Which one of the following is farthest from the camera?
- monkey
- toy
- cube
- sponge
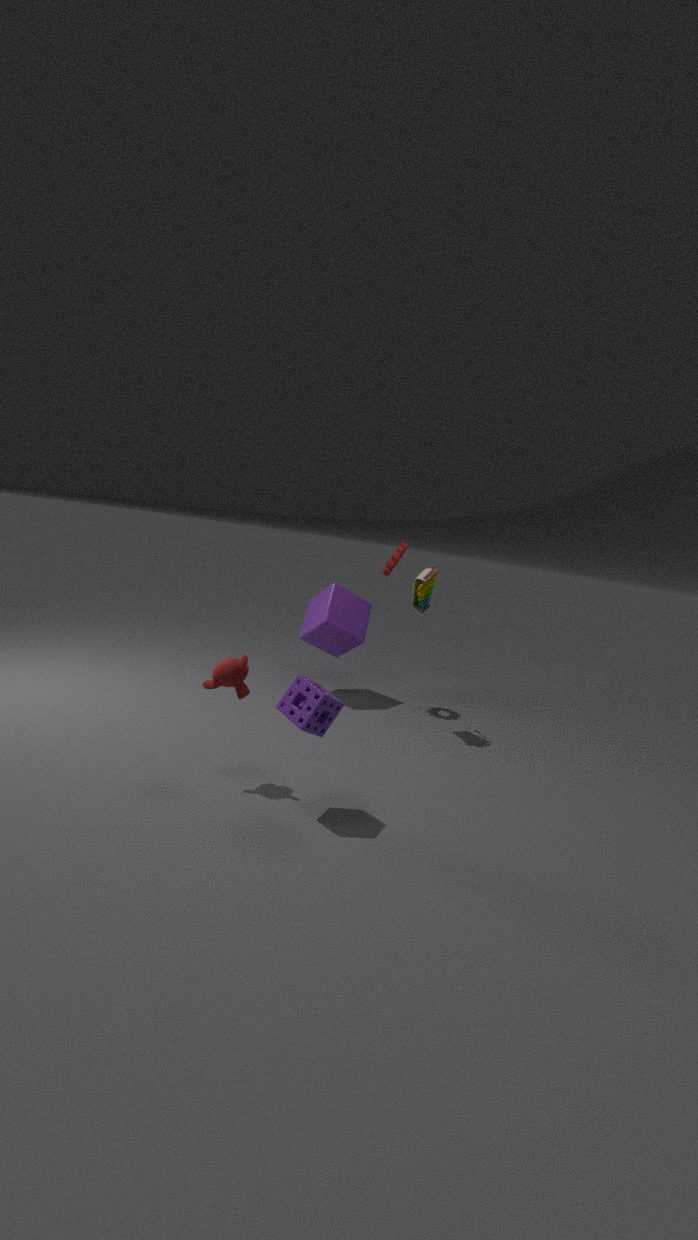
cube
